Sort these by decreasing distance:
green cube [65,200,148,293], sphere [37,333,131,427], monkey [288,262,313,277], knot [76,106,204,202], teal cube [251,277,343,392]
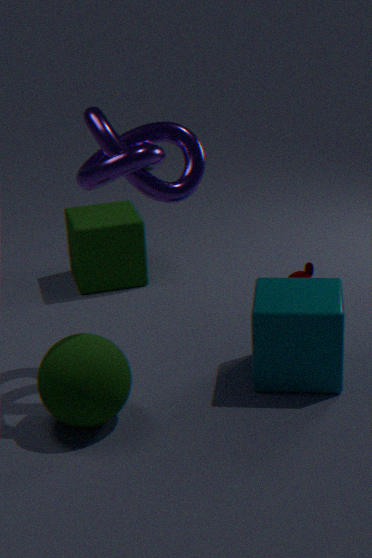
green cube [65,200,148,293] → monkey [288,262,313,277] → teal cube [251,277,343,392] → sphere [37,333,131,427] → knot [76,106,204,202]
